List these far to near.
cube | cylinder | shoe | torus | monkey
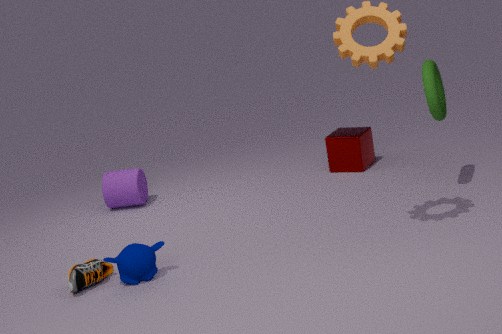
1. cube
2. cylinder
3. torus
4. shoe
5. monkey
